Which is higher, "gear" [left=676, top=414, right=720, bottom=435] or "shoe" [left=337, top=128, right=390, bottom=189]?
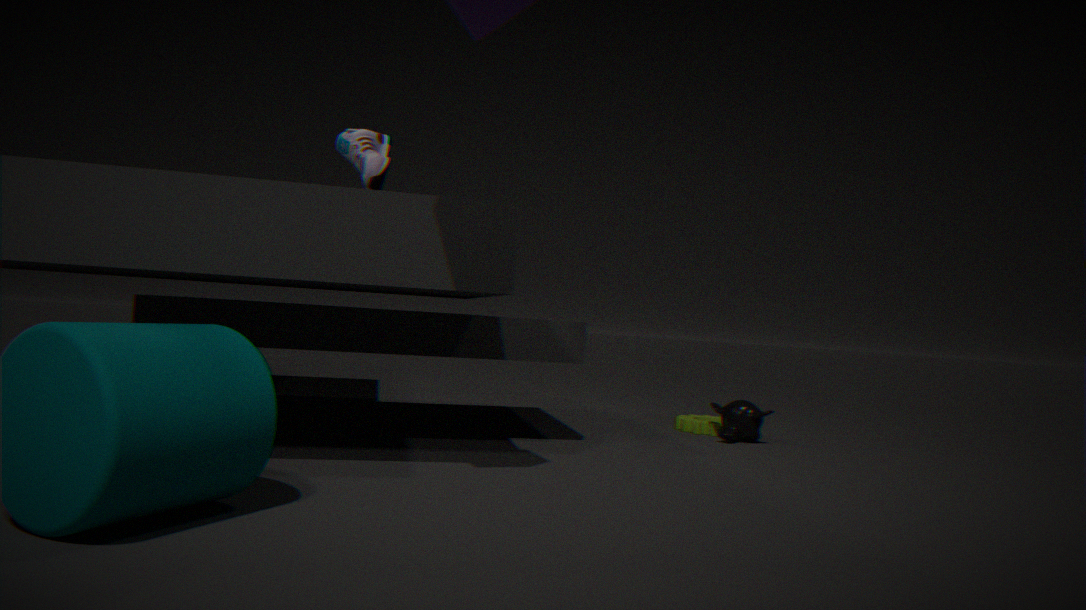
"shoe" [left=337, top=128, right=390, bottom=189]
